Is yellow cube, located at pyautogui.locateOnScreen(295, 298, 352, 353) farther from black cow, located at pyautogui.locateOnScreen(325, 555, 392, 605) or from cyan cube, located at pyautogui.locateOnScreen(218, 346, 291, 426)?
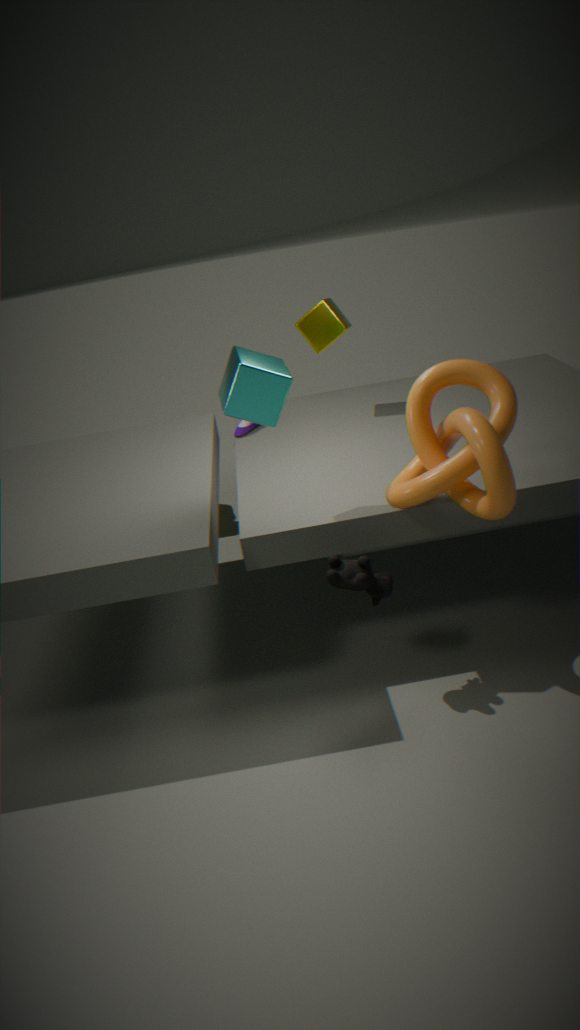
black cow, located at pyautogui.locateOnScreen(325, 555, 392, 605)
